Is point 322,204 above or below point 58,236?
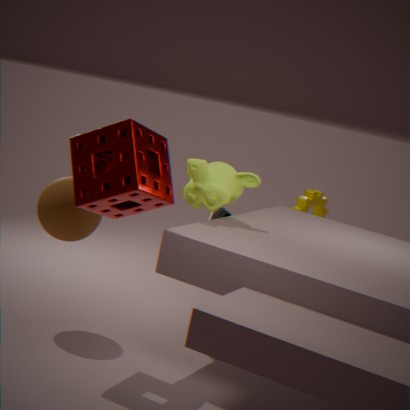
below
